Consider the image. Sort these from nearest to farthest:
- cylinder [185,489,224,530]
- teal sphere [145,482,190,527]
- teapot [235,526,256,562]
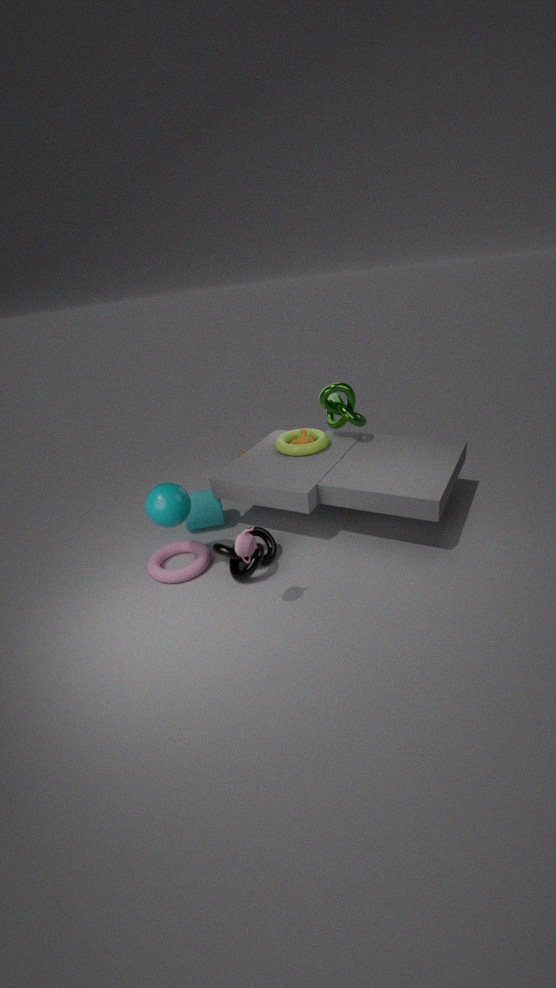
teapot [235,526,256,562], teal sphere [145,482,190,527], cylinder [185,489,224,530]
